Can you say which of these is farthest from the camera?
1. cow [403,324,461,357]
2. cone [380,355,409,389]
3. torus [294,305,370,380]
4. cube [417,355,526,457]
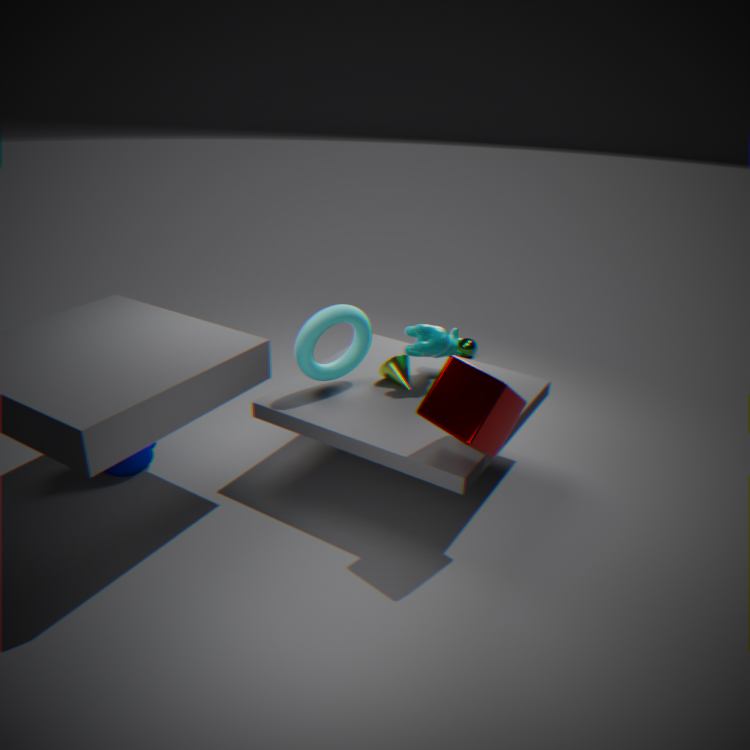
cone [380,355,409,389]
